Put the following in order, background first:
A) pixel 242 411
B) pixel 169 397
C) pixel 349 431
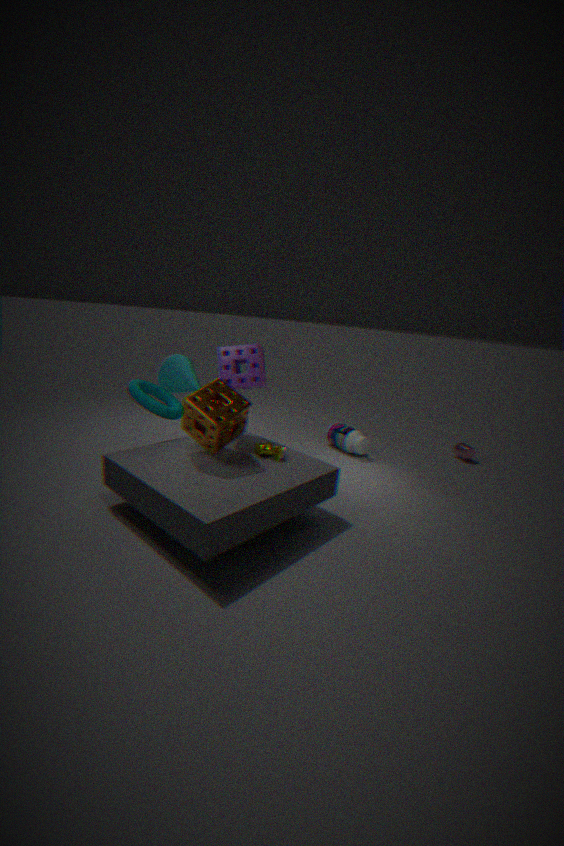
pixel 349 431 < pixel 169 397 < pixel 242 411
